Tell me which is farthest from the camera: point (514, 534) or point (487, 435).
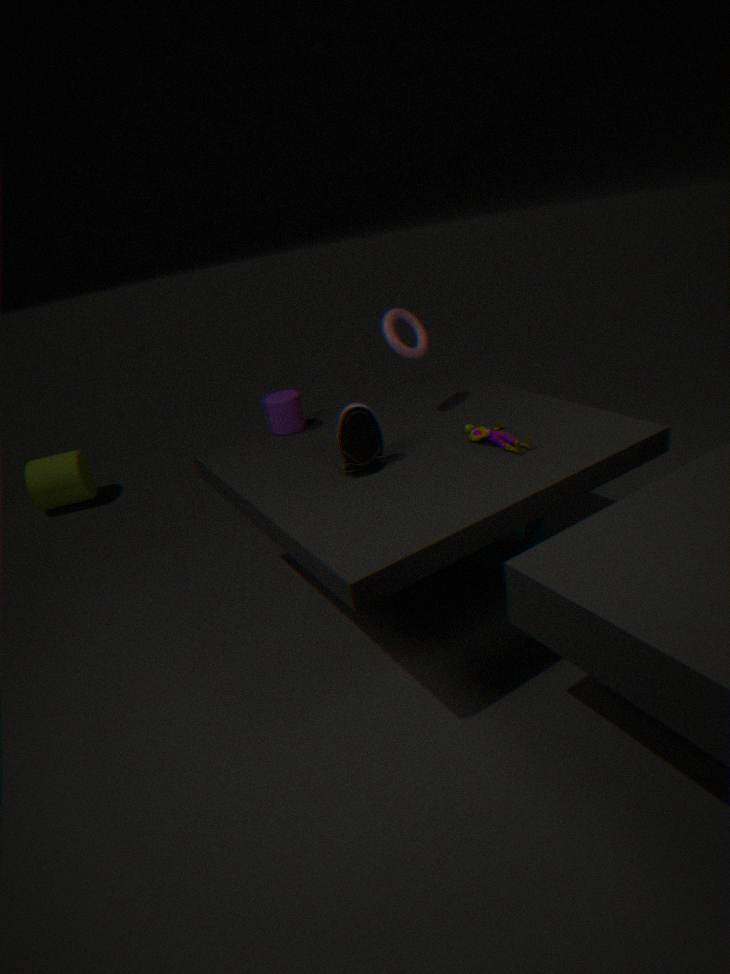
point (514, 534)
